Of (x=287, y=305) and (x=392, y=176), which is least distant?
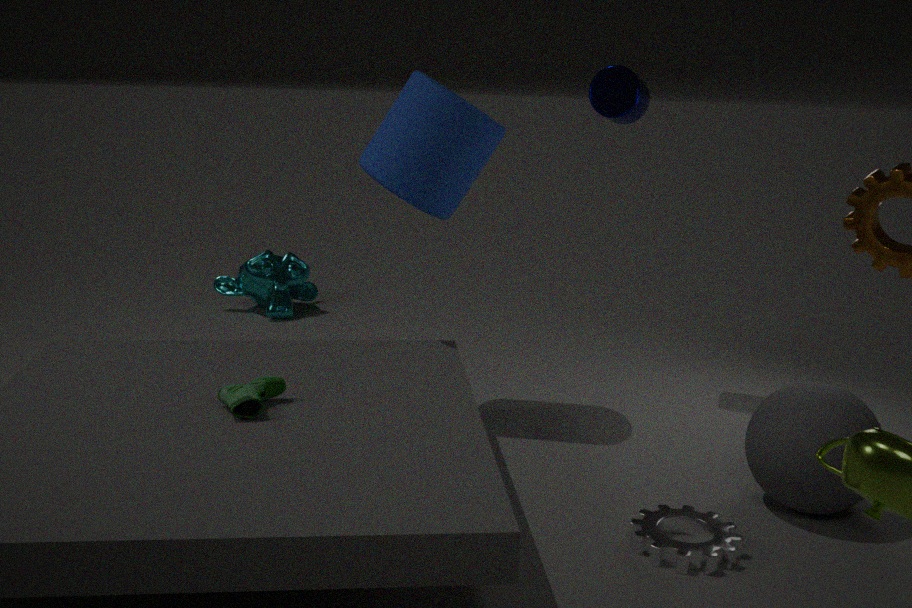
(x=392, y=176)
